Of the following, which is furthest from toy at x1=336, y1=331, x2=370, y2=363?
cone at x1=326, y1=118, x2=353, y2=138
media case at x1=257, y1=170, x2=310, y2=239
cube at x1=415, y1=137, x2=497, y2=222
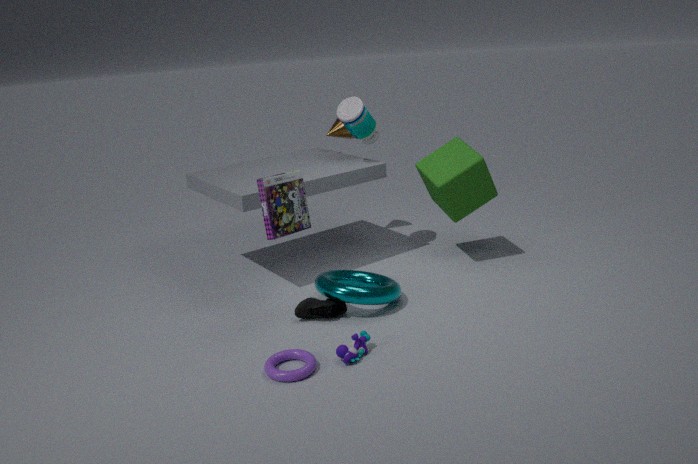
cone at x1=326, y1=118, x2=353, y2=138
